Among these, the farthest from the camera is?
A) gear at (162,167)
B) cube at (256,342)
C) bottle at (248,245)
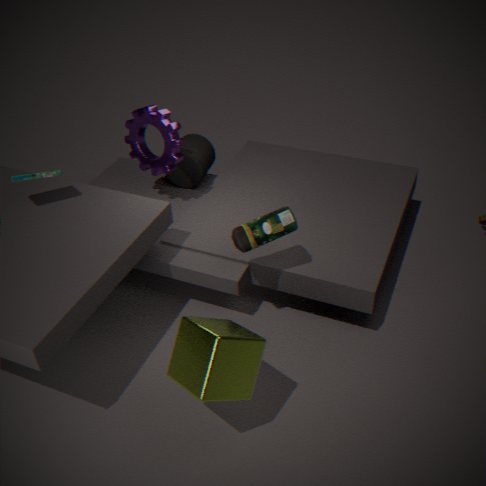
gear at (162,167)
